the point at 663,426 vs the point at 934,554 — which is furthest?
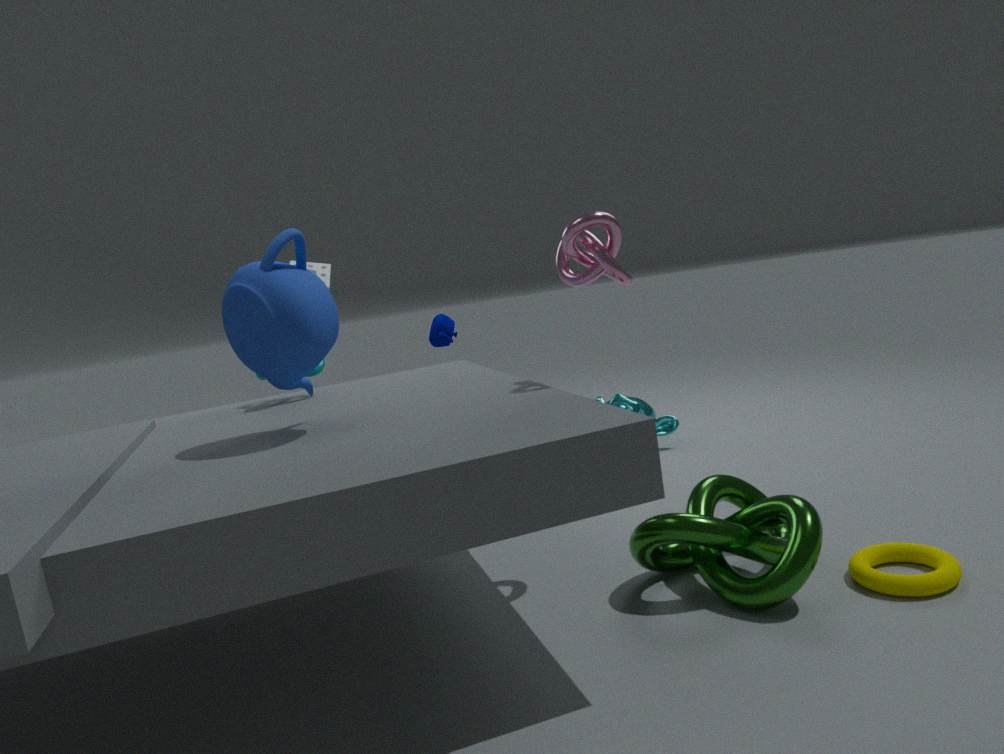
the point at 663,426
